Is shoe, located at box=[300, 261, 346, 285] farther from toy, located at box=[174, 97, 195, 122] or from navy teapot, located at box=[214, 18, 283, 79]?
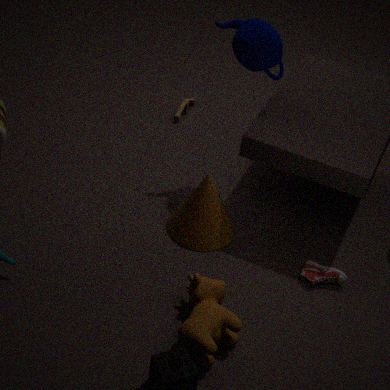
toy, located at box=[174, 97, 195, 122]
